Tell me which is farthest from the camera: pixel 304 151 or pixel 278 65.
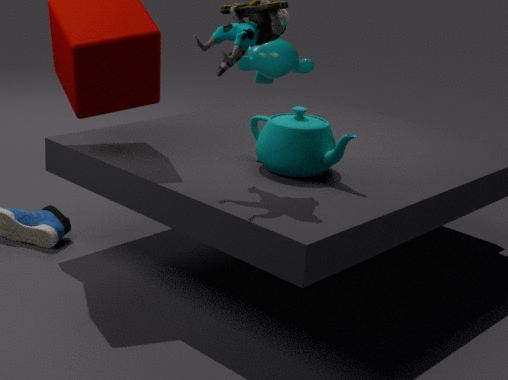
pixel 278 65
